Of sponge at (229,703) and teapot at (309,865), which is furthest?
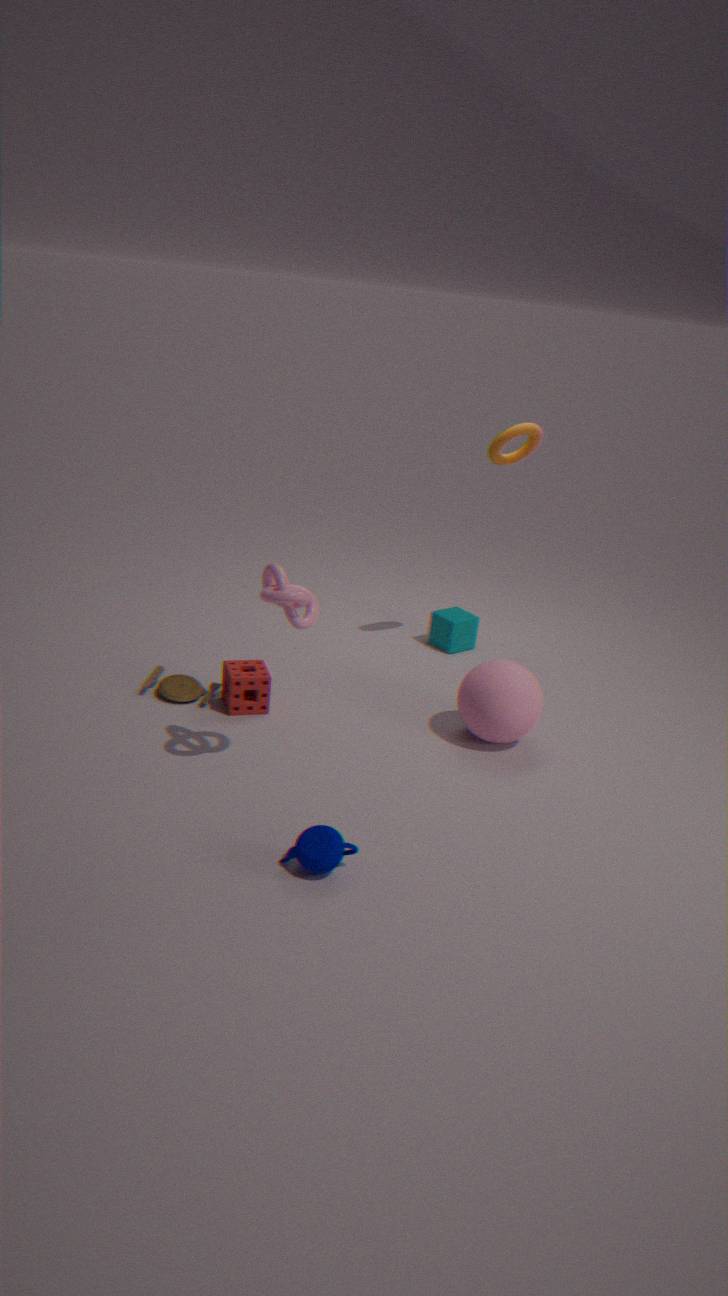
sponge at (229,703)
